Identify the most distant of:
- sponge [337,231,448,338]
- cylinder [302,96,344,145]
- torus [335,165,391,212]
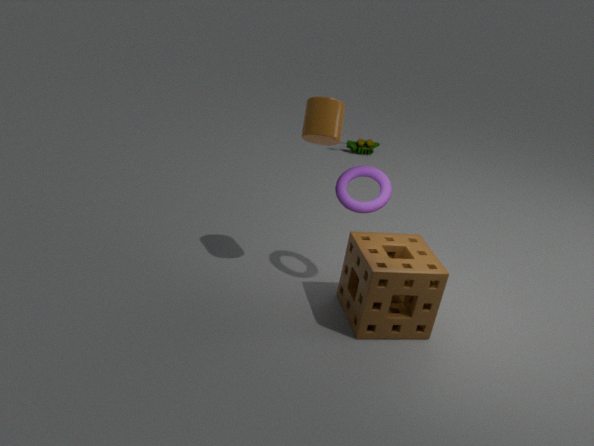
torus [335,165,391,212]
